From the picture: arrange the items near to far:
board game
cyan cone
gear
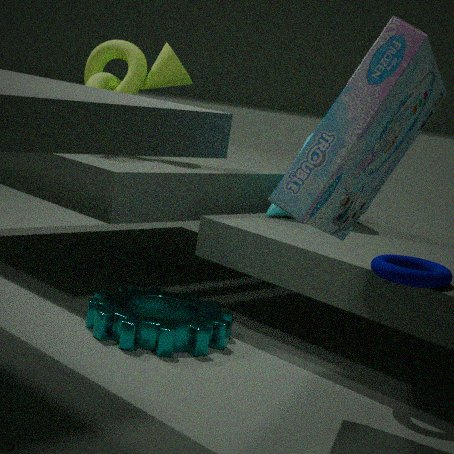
board game
gear
cyan cone
